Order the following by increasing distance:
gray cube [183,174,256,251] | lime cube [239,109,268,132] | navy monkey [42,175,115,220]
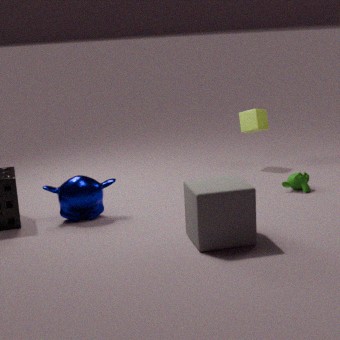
gray cube [183,174,256,251], navy monkey [42,175,115,220], lime cube [239,109,268,132]
